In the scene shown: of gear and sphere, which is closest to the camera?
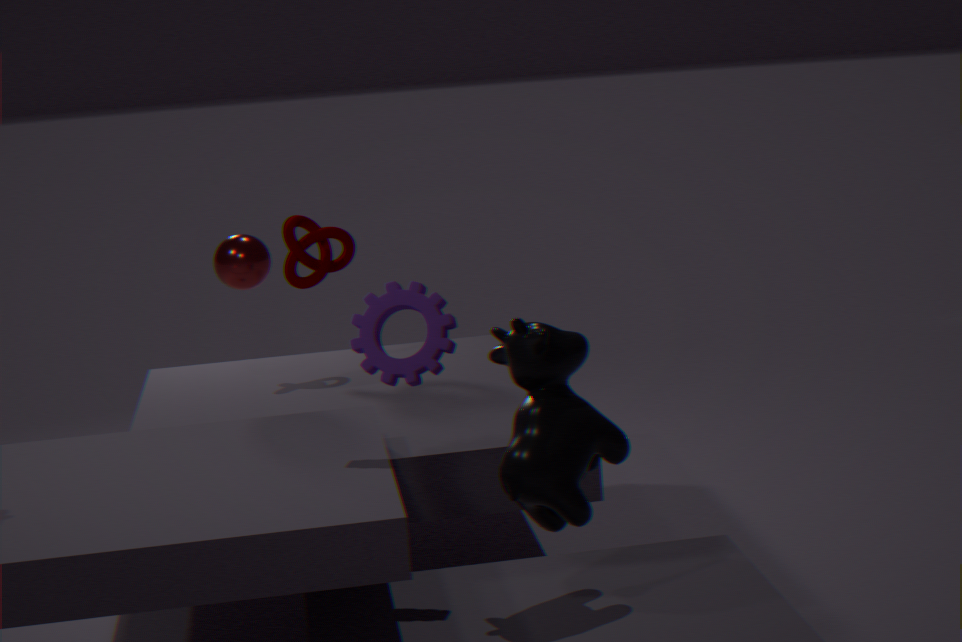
gear
